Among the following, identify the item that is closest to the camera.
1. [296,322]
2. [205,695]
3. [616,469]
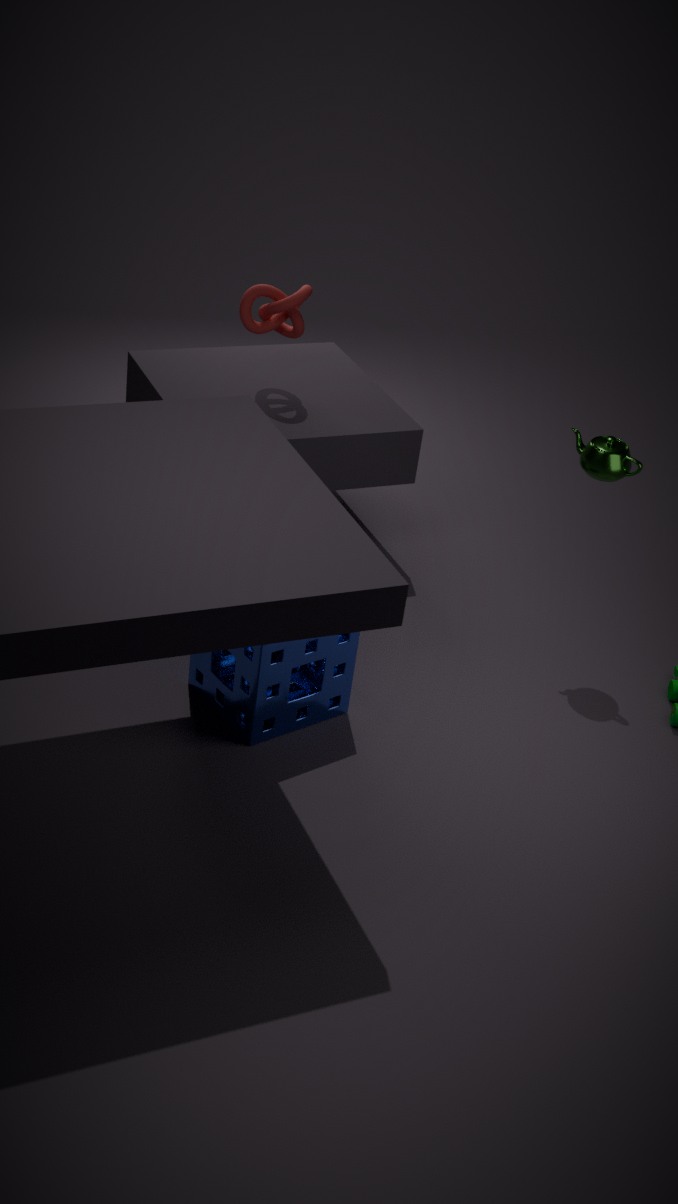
[205,695]
